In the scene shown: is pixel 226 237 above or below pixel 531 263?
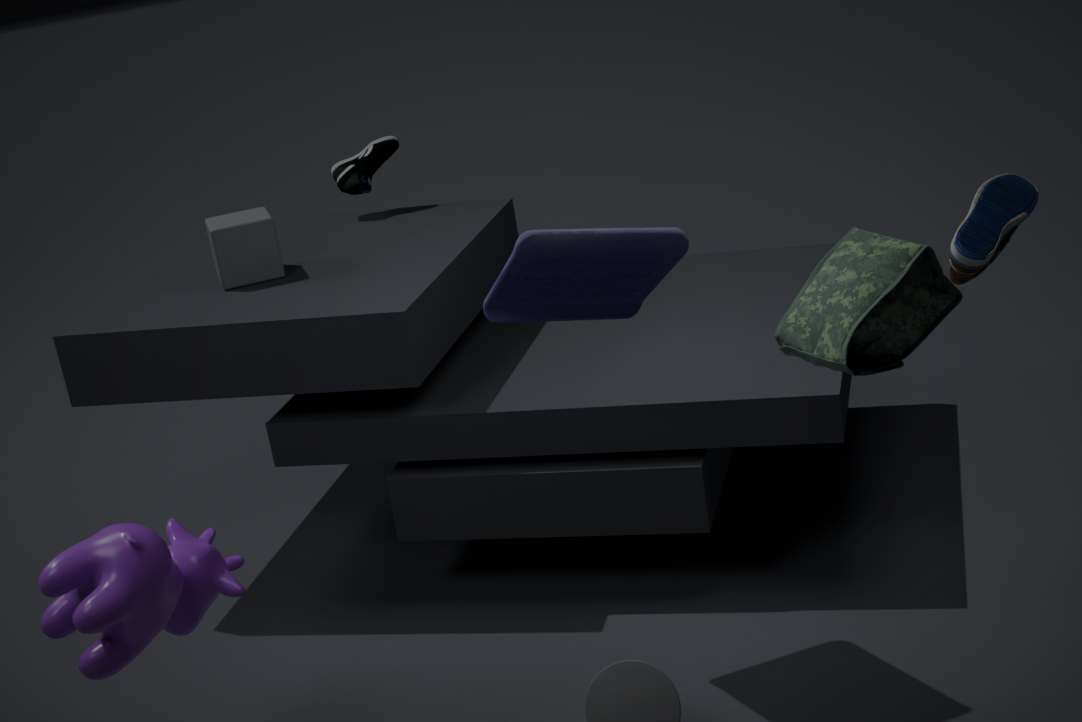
below
